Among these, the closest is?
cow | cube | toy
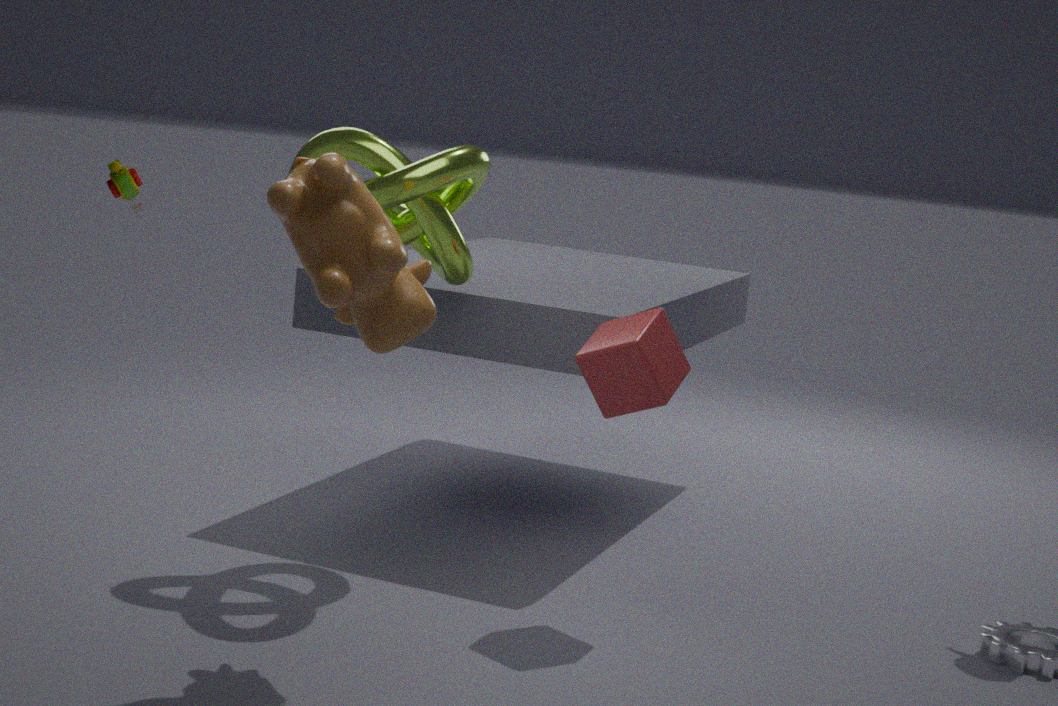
cow
